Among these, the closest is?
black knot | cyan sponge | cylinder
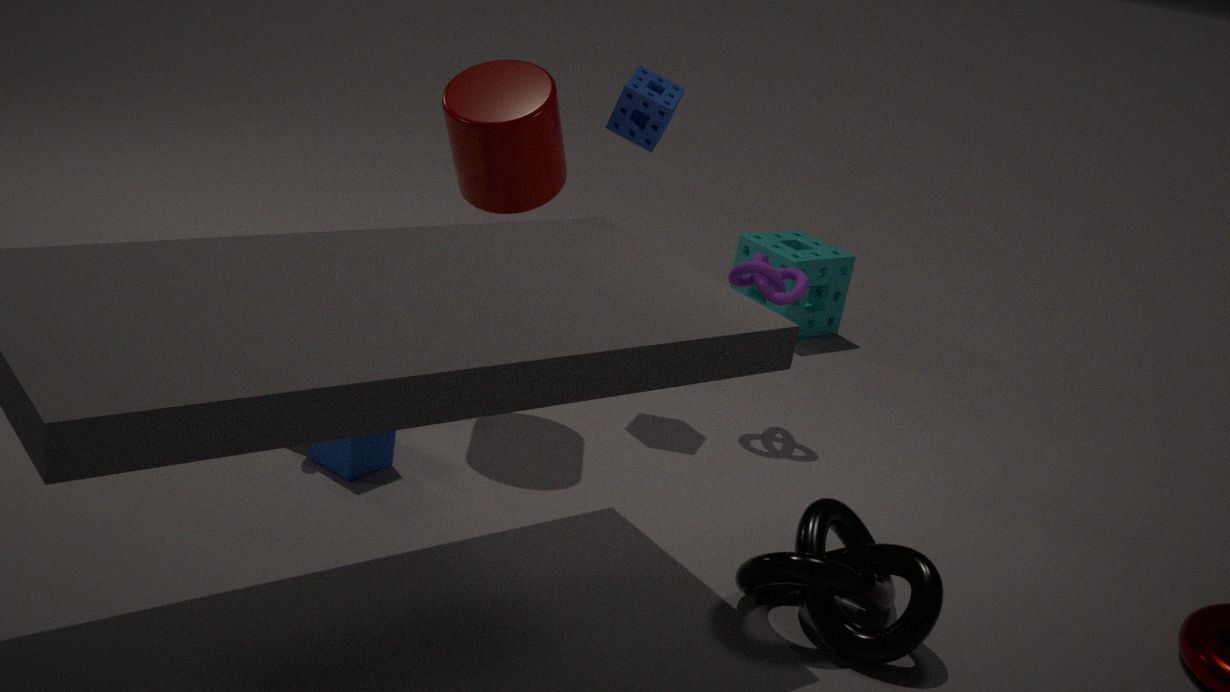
black knot
